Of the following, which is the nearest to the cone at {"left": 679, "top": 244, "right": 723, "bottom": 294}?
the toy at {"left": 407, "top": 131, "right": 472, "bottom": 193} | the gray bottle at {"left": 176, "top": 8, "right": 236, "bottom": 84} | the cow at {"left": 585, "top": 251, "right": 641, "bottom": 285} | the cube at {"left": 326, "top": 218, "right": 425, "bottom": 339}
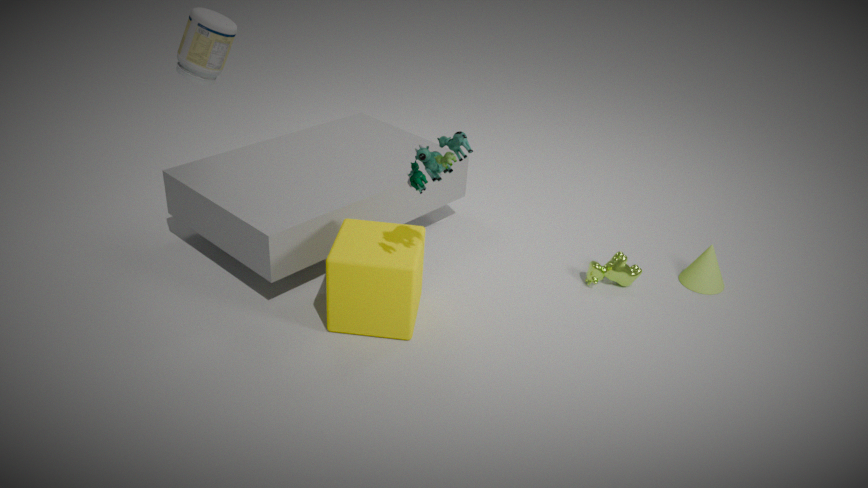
the cow at {"left": 585, "top": 251, "right": 641, "bottom": 285}
